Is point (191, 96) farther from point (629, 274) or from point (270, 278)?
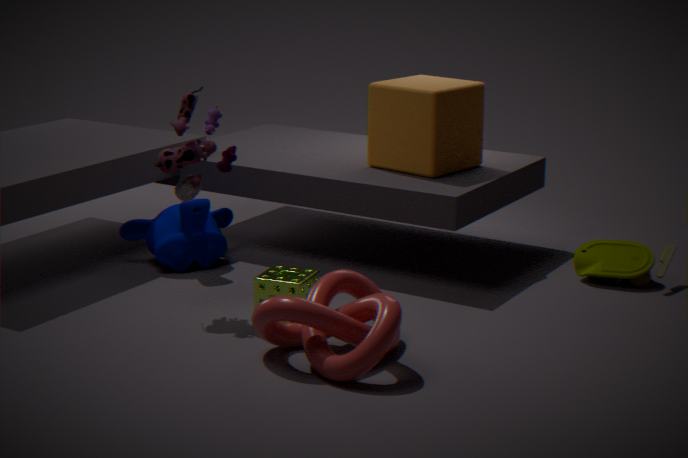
point (629, 274)
